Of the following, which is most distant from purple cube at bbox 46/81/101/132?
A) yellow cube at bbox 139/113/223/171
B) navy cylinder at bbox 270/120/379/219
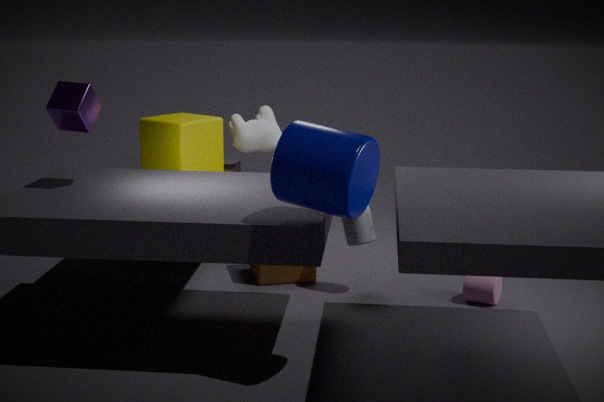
navy cylinder at bbox 270/120/379/219
